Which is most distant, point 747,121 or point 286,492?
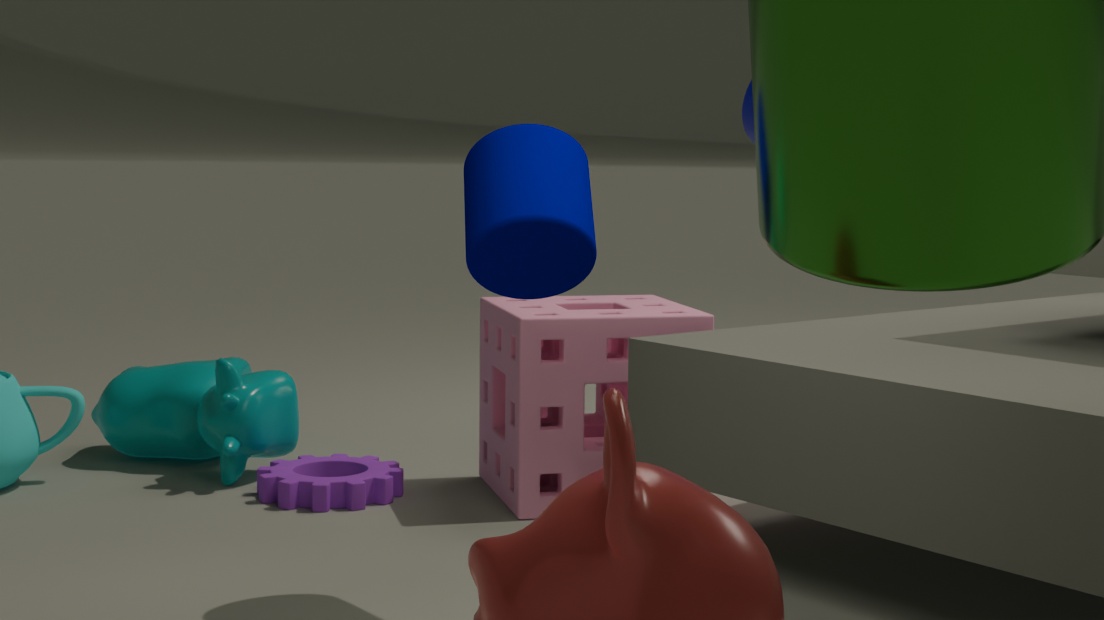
point 747,121
